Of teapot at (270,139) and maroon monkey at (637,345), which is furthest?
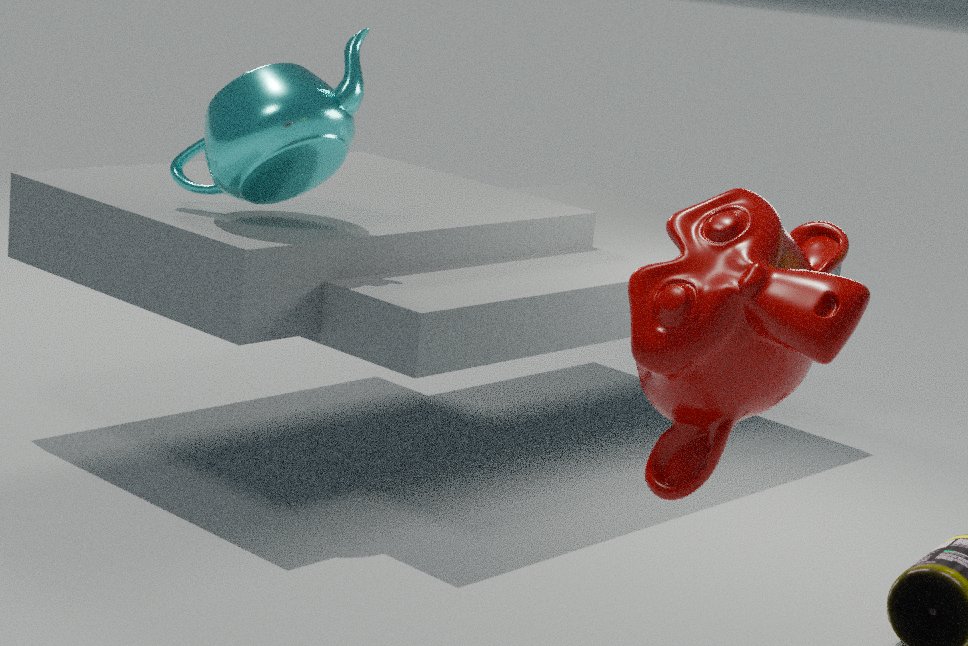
teapot at (270,139)
